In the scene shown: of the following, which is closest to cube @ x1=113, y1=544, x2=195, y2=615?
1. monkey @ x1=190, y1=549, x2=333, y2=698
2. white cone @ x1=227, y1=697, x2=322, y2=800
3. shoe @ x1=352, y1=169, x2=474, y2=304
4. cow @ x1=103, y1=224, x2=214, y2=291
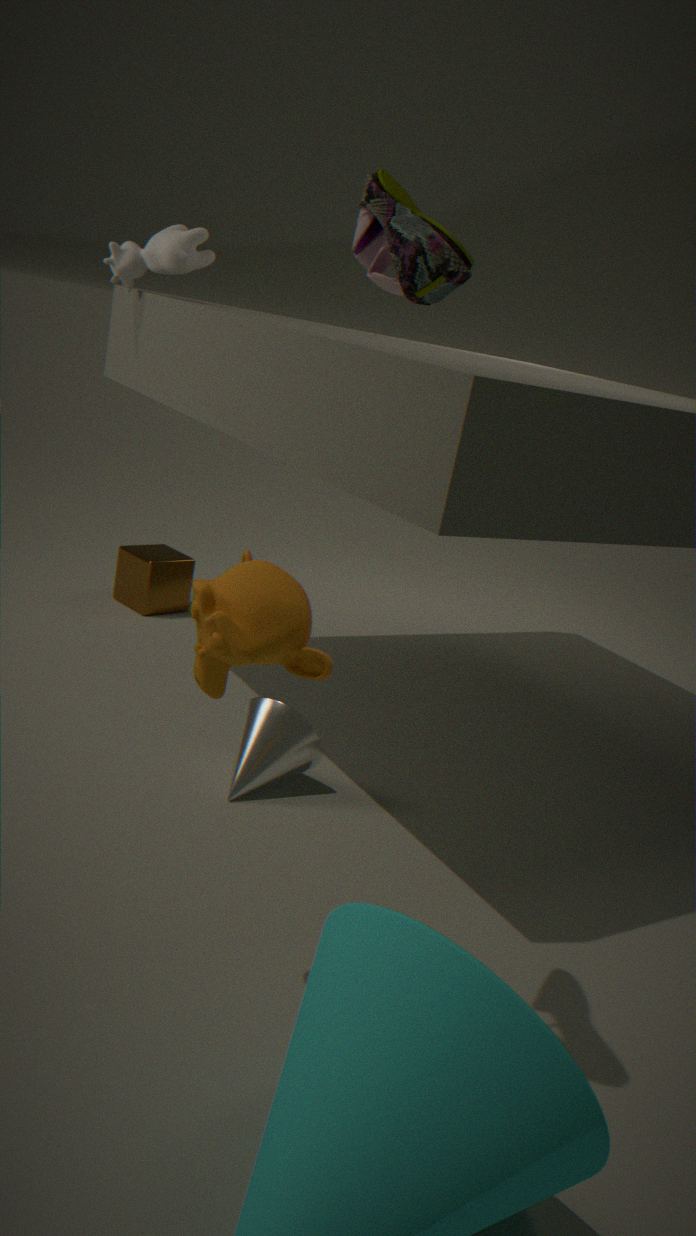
cow @ x1=103, y1=224, x2=214, y2=291
